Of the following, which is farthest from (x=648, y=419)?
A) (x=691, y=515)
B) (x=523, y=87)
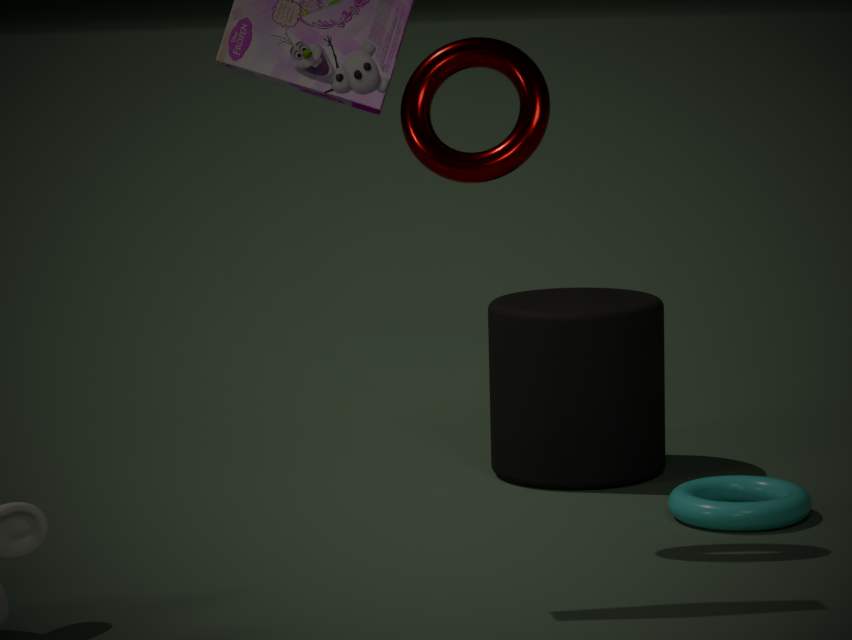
Answer: (x=523, y=87)
